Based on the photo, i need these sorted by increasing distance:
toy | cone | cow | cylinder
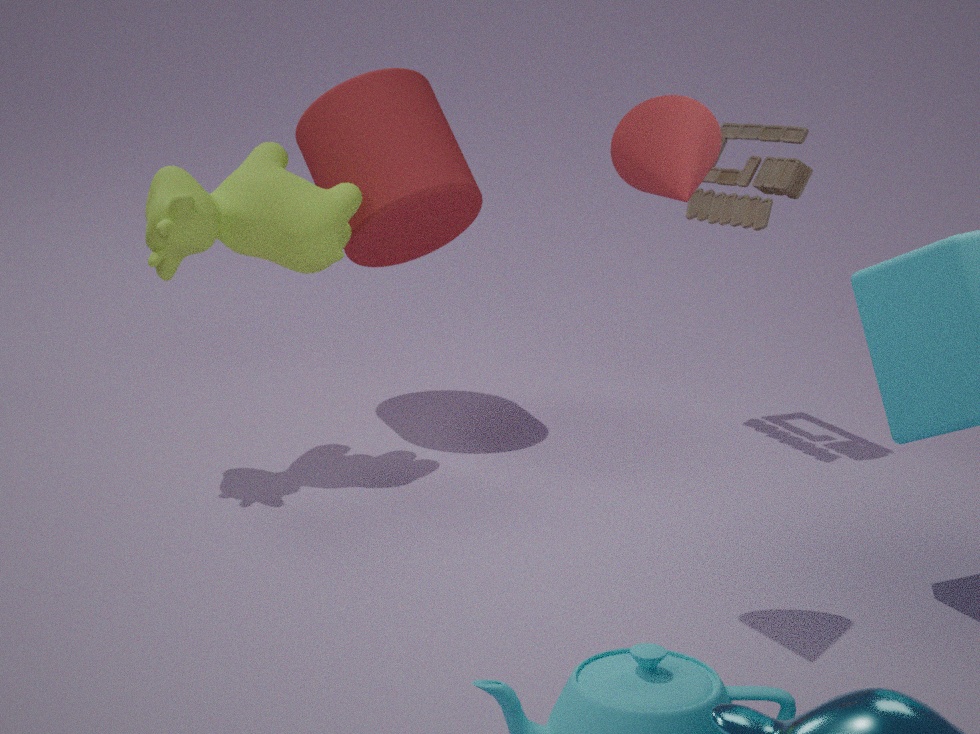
1. cone
2. cow
3. toy
4. cylinder
